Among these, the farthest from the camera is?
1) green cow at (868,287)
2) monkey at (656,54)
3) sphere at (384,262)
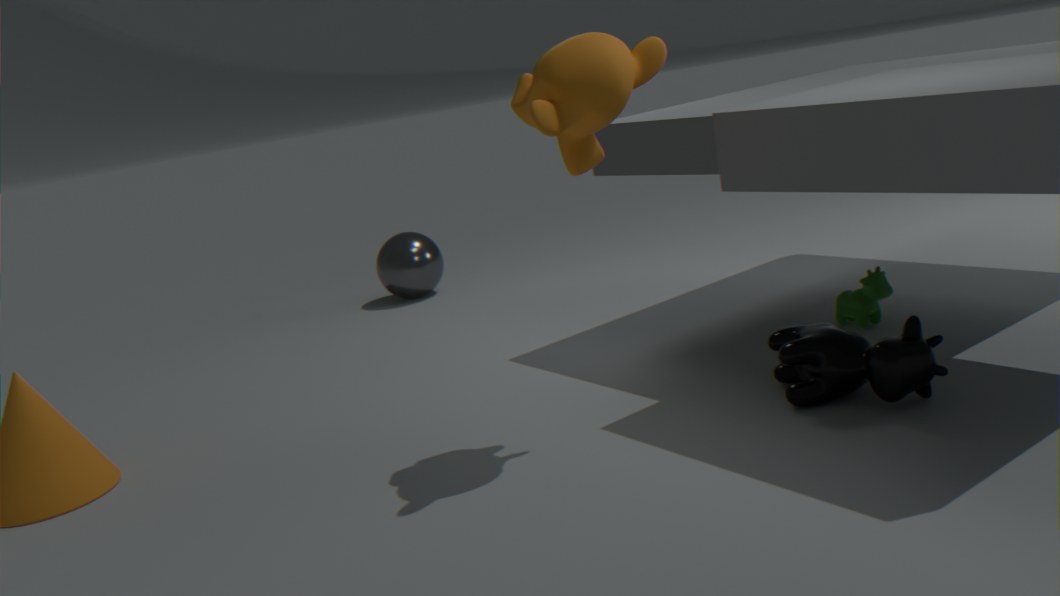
3. sphere at (384,262)
